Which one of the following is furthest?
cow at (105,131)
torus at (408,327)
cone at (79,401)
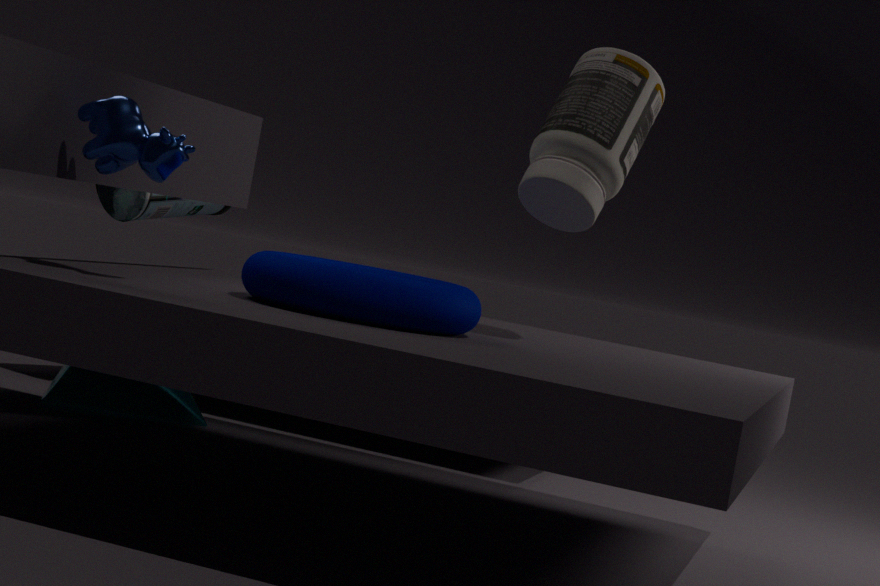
cone at (79,401)
